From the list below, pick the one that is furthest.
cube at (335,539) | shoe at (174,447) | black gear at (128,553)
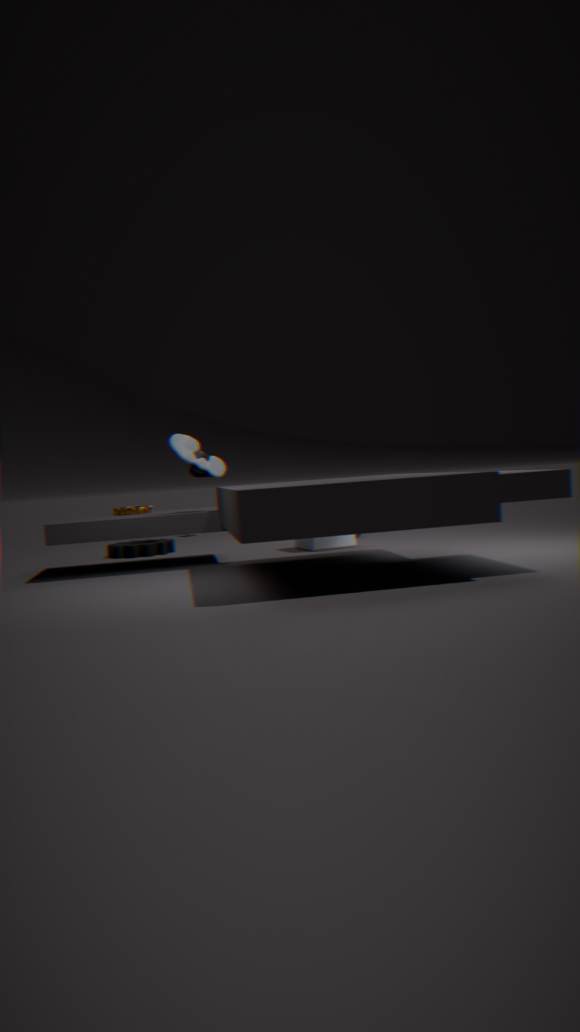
black gear at (128,553)
